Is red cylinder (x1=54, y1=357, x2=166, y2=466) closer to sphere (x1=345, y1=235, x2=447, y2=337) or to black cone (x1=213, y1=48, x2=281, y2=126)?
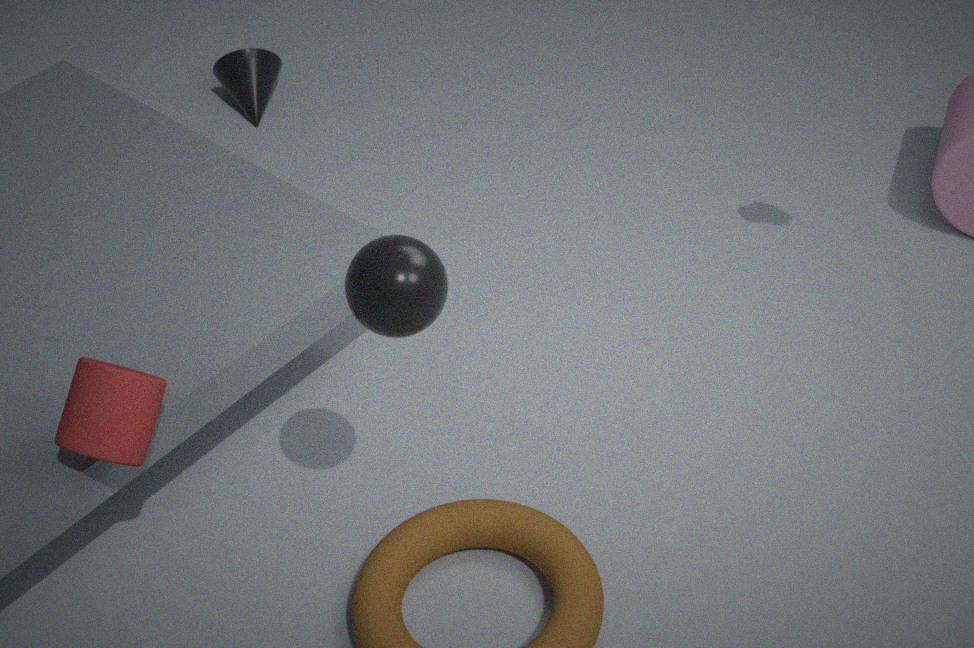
sphere (x1=345, y1=235, x2=447, y2=337)
